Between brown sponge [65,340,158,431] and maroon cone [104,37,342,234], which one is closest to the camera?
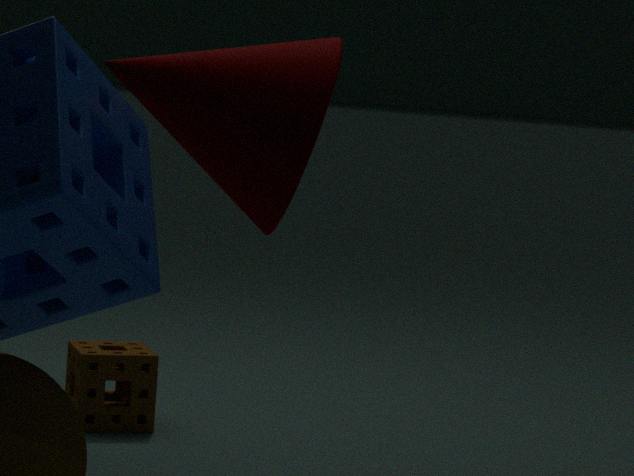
maroon cone [104,37,342,234]
